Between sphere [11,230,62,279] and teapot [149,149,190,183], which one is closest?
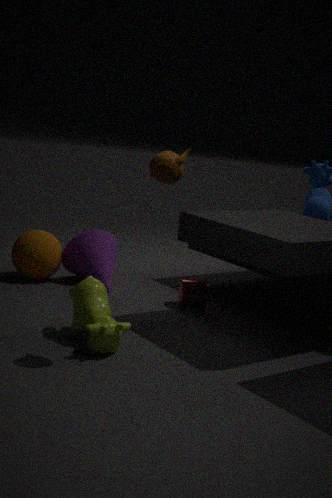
teapot [149,149,190,183]
